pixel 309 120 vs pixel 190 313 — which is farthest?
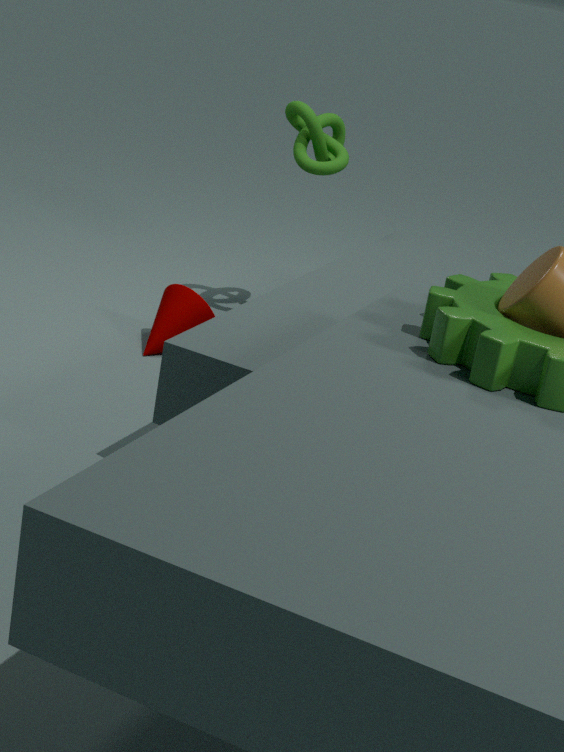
pixel 309 120
